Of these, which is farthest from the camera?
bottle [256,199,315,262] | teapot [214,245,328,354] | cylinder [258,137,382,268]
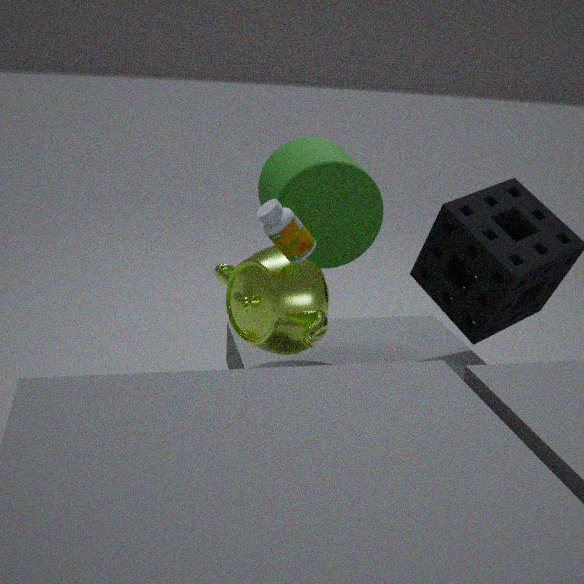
cylinder [258,137,382,268]
